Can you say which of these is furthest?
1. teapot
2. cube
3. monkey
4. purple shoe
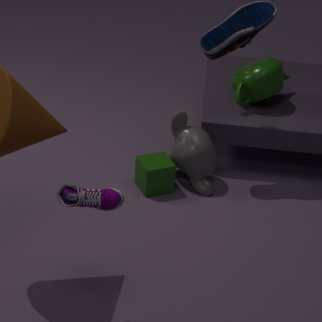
teapot
